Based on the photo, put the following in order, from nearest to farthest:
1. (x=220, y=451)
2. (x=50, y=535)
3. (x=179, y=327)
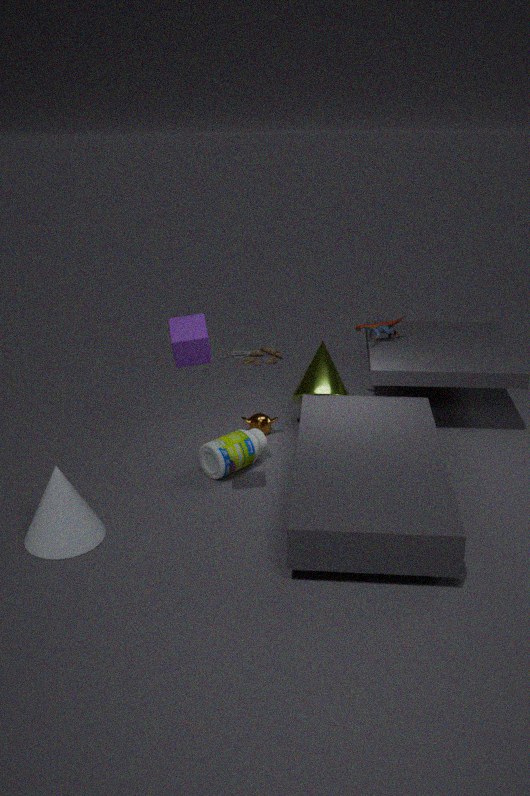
1. (x=179, y=327)
2. (x=50, y=535)
3. (x=220, y=451)
